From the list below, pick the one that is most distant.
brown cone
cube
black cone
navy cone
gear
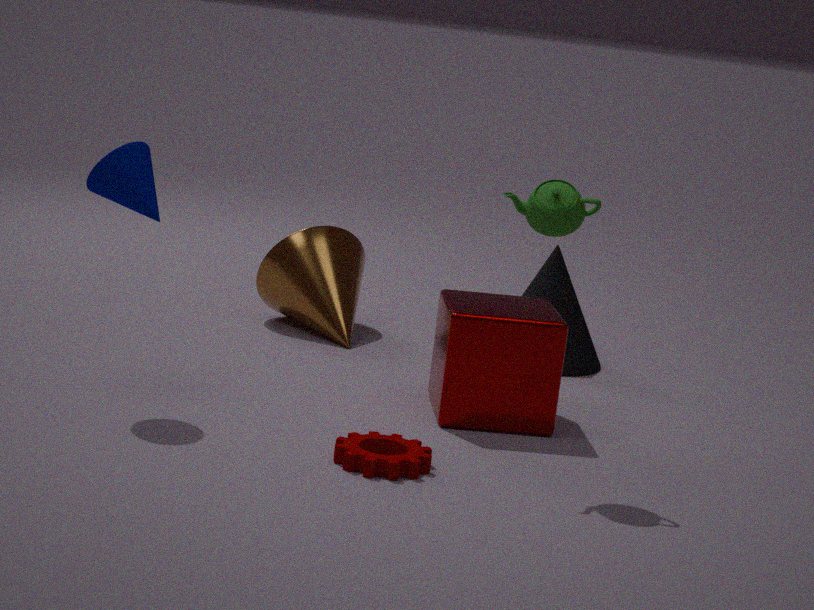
brown cone
